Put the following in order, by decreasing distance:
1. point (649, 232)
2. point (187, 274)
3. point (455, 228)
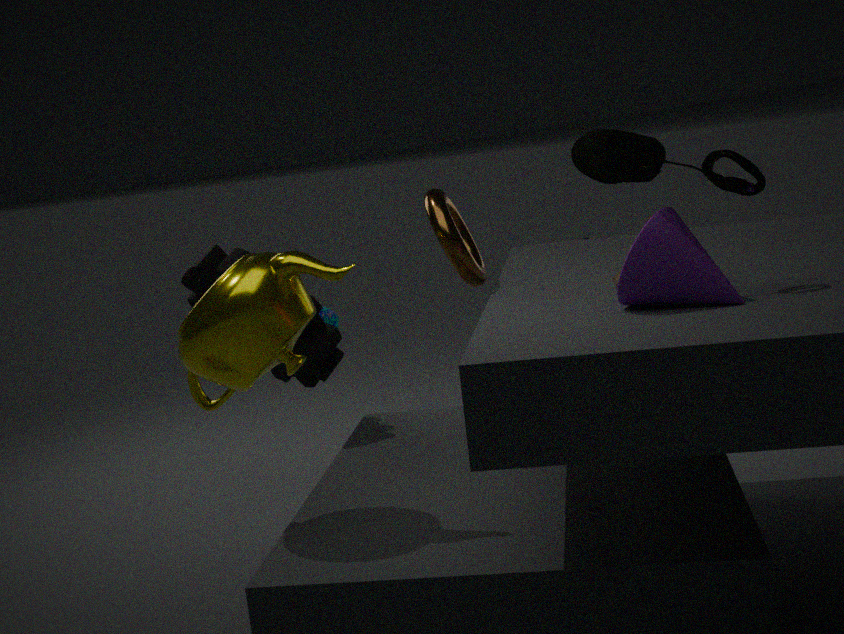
point (187, 274) → point (455, 228) → point (649, 232)
